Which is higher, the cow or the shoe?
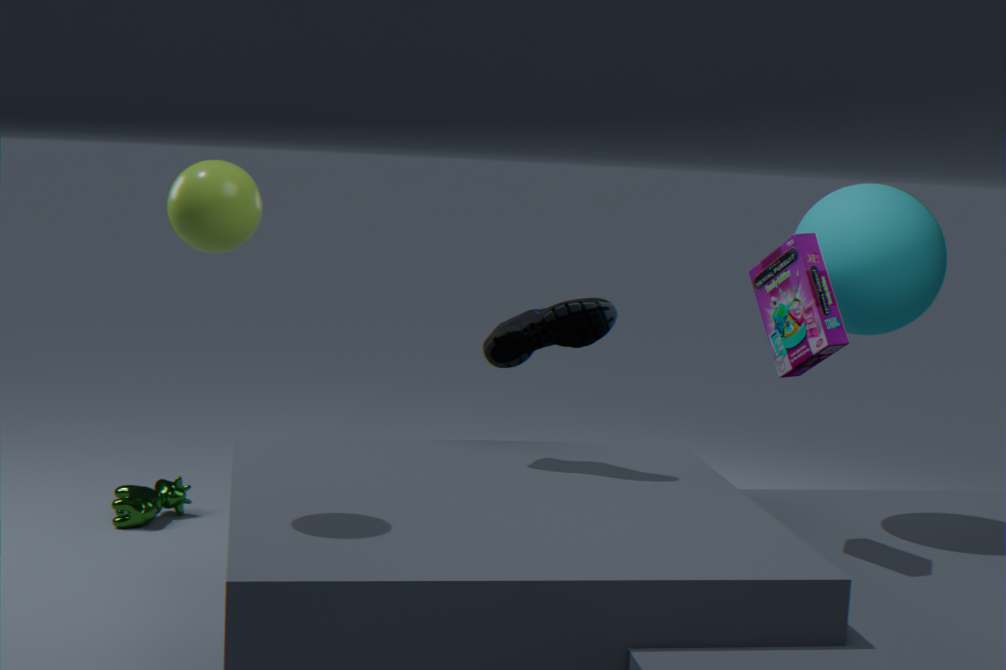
the shoe
